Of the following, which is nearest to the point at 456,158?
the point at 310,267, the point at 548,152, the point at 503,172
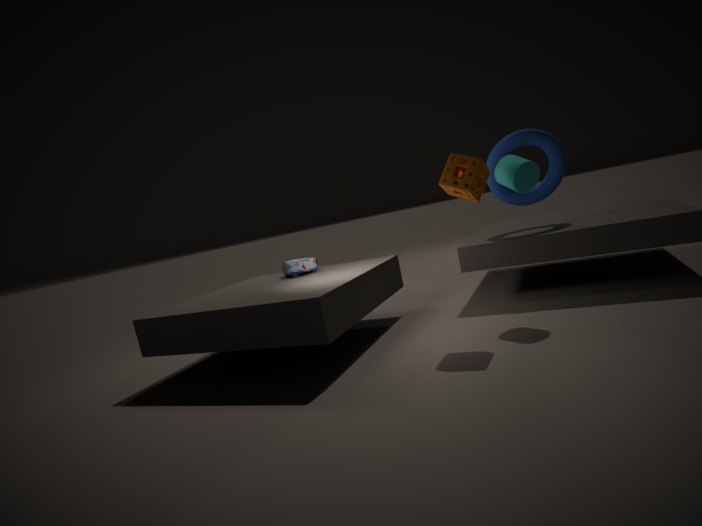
the point at 503,172
